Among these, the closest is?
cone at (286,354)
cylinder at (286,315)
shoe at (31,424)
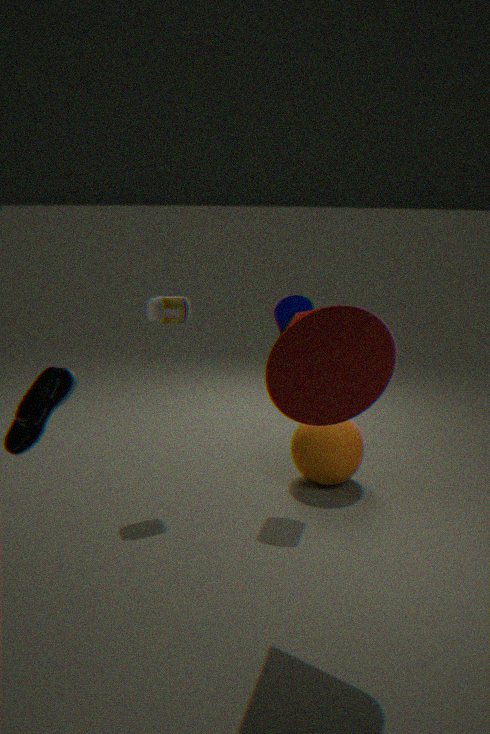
shoe at (31,424)
